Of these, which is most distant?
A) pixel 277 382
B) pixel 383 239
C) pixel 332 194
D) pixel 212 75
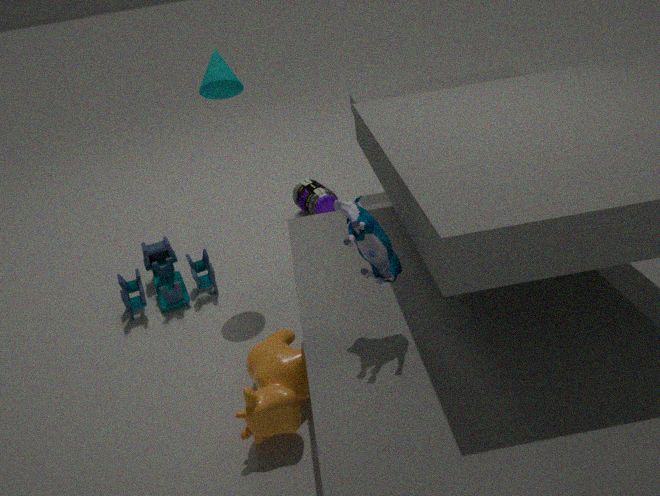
pixel 332 194
